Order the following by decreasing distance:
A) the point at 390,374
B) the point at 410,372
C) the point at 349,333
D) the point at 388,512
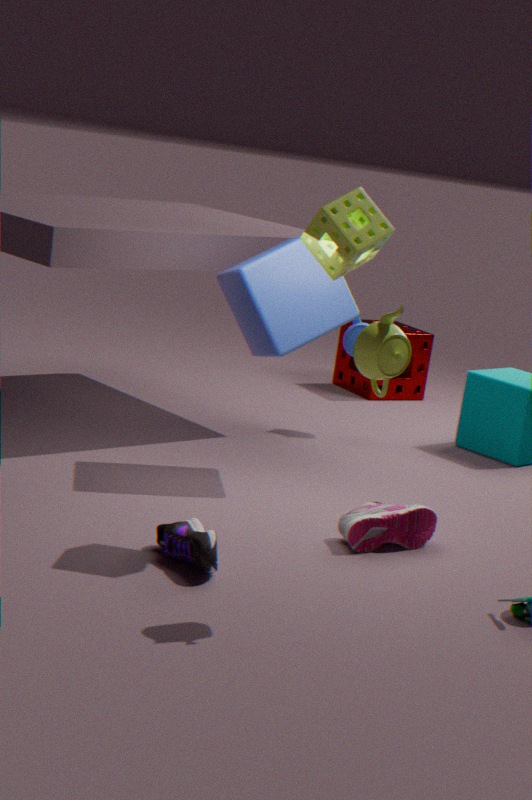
B. the point at 410,372 < C. the point at 349,333 < D. the point at 388,512 < A. the point at 390,374
